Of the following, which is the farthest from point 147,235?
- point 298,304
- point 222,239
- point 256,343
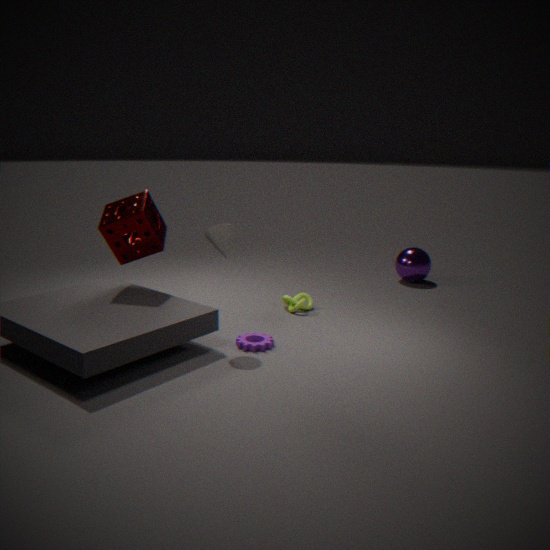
point 298,304
